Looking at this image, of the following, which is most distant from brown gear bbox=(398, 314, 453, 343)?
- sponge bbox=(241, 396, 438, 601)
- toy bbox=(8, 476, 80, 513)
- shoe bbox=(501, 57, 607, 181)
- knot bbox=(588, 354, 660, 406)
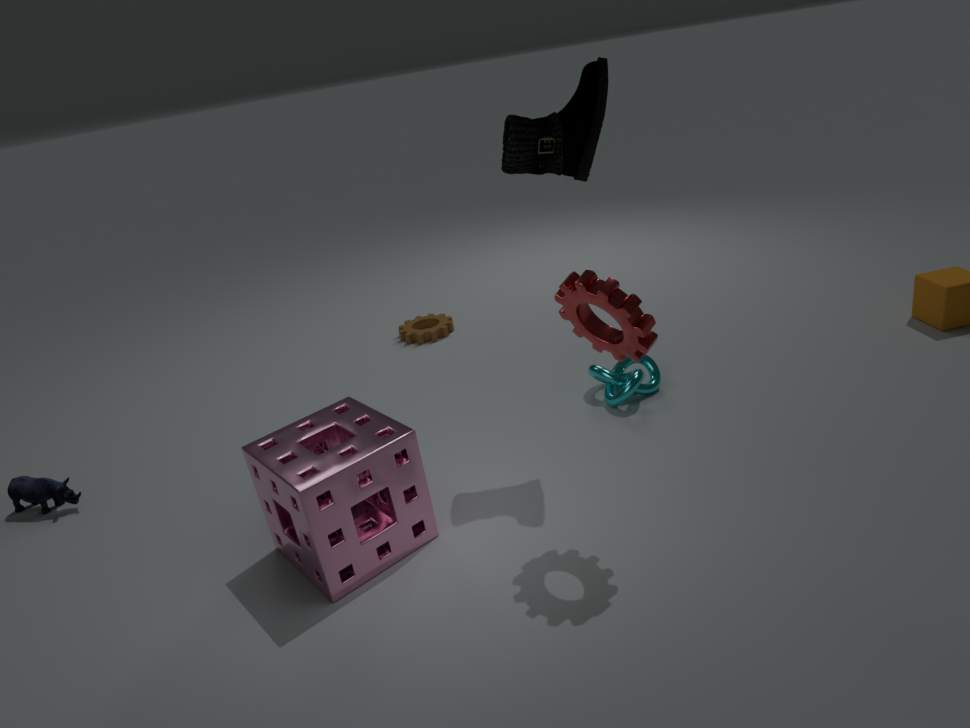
toy bbox=(8, 476, 80, 513)
